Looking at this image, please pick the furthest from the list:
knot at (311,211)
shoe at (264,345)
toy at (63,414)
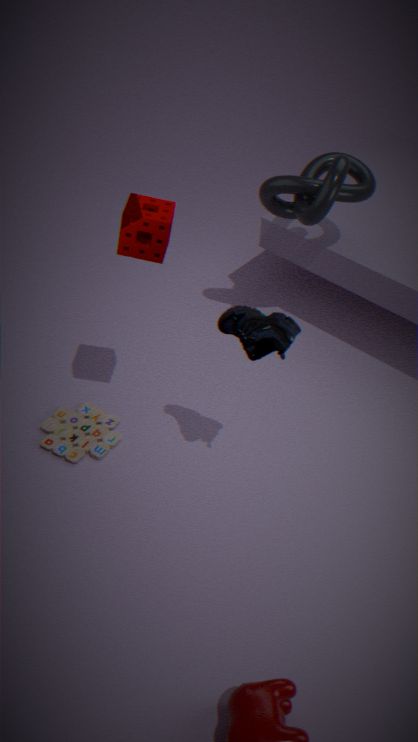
toy at (63,414)
